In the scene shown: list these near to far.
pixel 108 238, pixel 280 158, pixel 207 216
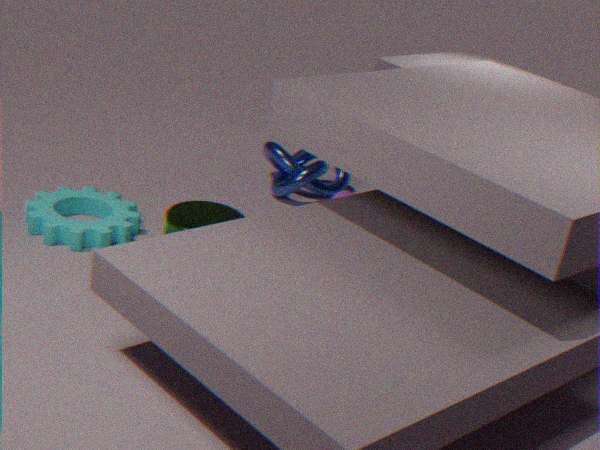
pixel 207 216 → pixel 108 238 → pixel 280 158
